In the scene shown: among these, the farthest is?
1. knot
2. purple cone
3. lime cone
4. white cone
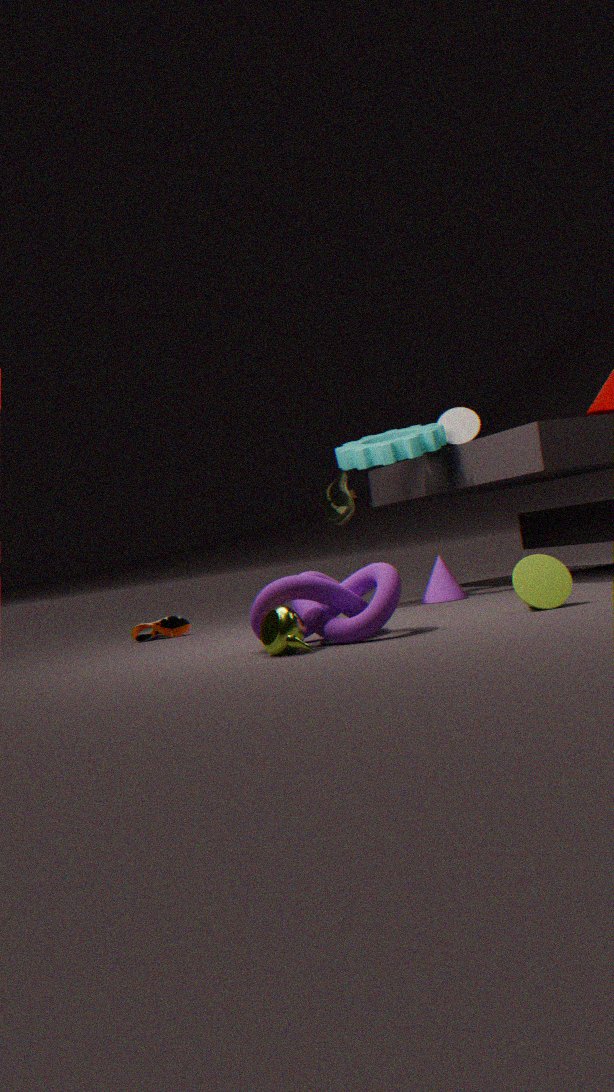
white cone
